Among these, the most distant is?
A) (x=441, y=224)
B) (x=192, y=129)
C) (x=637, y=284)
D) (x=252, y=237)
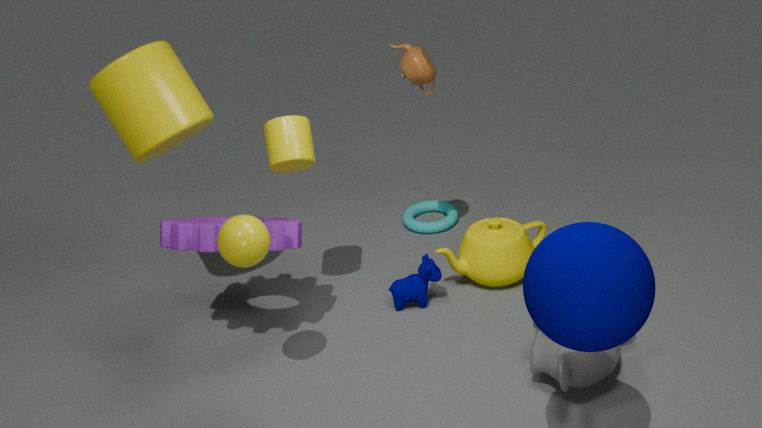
(x=441, y=224)
